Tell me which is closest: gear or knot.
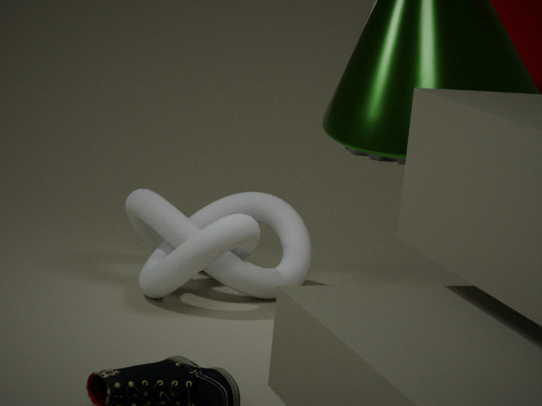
knot
